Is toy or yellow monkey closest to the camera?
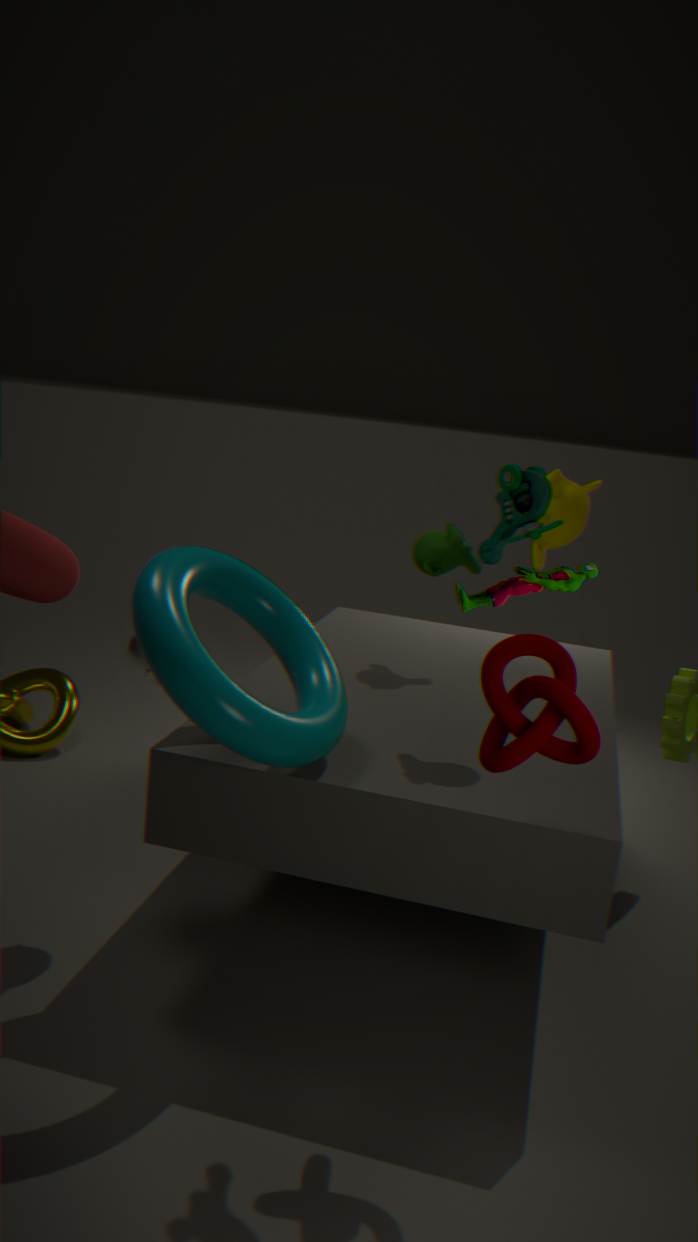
toy
